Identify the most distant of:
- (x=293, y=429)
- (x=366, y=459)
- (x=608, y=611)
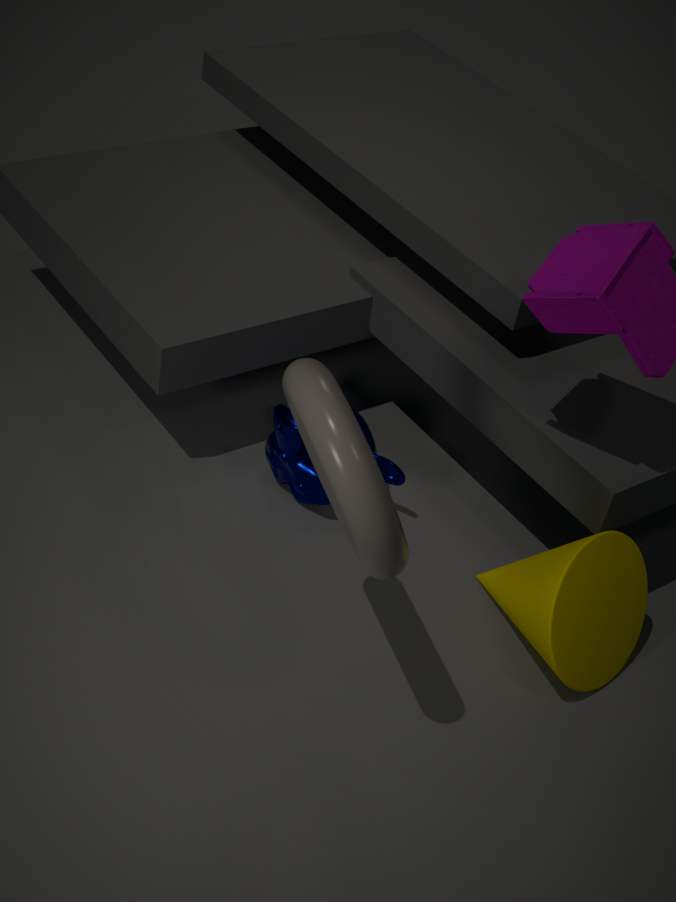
(x=293, y=429)
